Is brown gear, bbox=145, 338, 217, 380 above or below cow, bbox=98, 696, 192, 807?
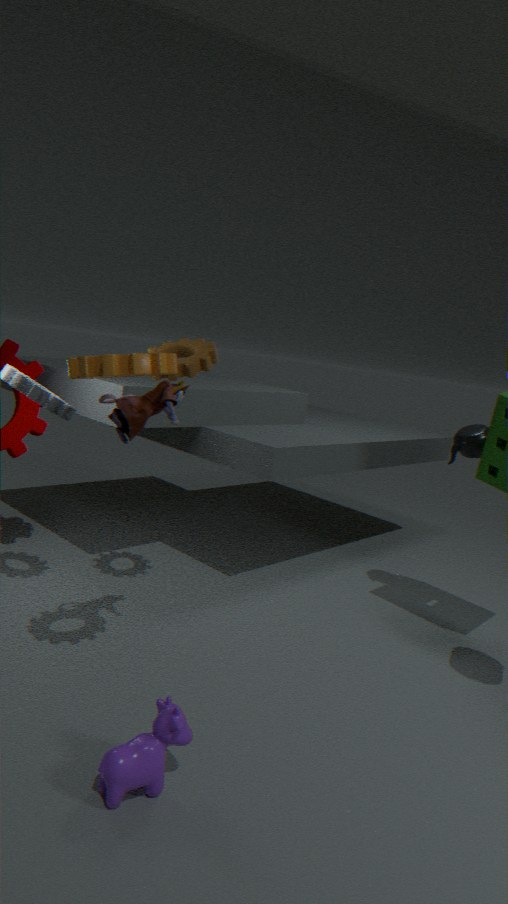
above
